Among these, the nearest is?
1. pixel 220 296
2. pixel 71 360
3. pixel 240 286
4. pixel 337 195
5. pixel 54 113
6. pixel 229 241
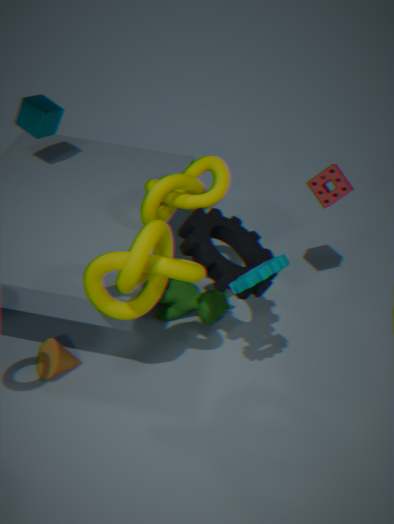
pixel 240 286
